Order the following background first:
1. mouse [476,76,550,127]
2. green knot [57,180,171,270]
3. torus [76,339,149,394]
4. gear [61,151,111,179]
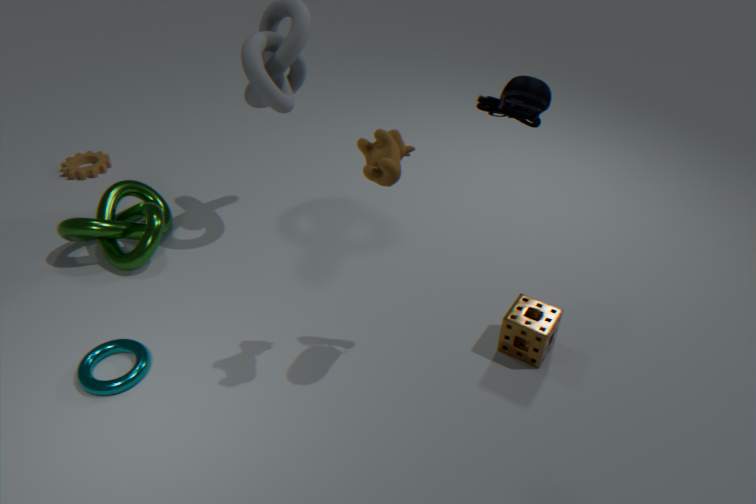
gear [61,151,111,179]
green knot [57,180,171,270]
torus [76,339,149,394]
mouse [476,76,550,127]
